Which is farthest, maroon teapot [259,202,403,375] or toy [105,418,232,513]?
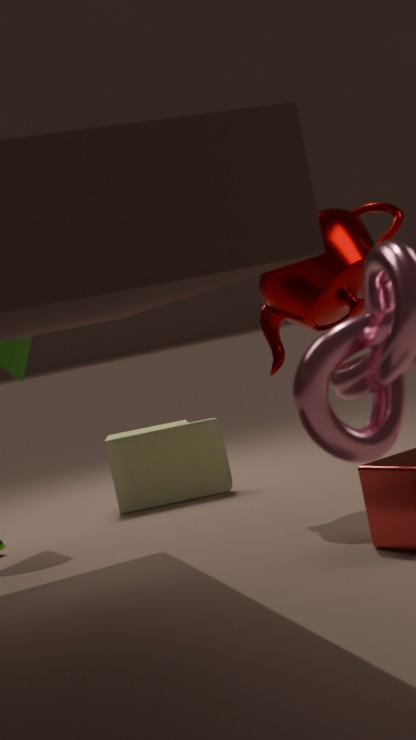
toy [105,418,232,513]
